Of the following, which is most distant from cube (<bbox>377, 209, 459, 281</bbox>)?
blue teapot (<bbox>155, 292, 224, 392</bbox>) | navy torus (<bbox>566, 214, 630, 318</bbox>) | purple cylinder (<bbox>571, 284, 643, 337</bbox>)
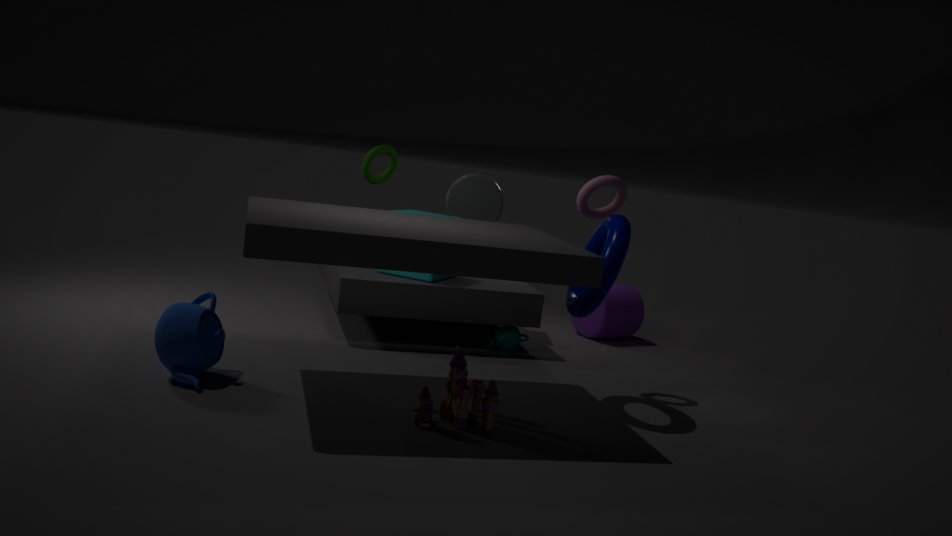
blue teapot (<bbox>155, 292, 224, 392</bbox>)
